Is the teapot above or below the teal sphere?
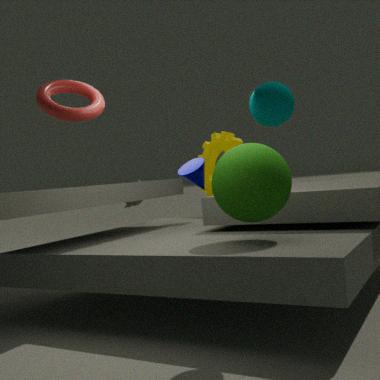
below
